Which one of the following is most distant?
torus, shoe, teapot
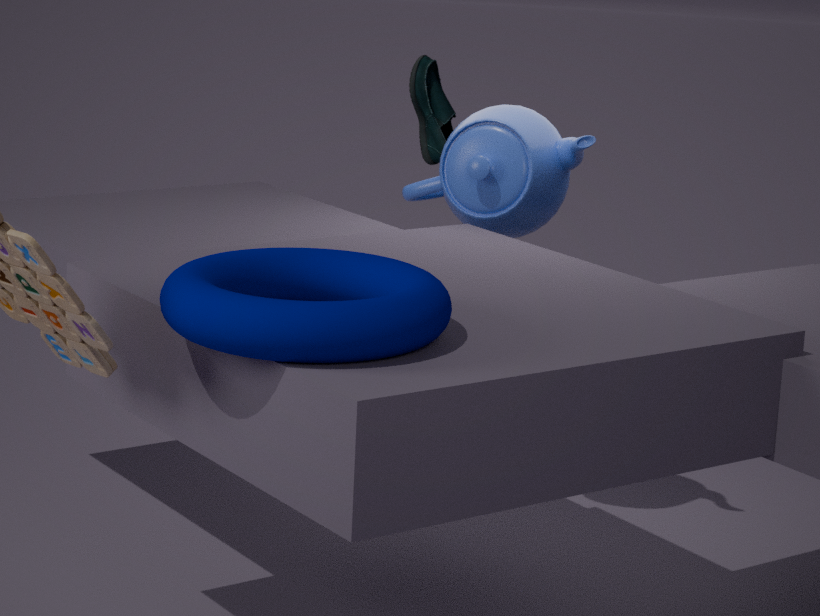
shoe
